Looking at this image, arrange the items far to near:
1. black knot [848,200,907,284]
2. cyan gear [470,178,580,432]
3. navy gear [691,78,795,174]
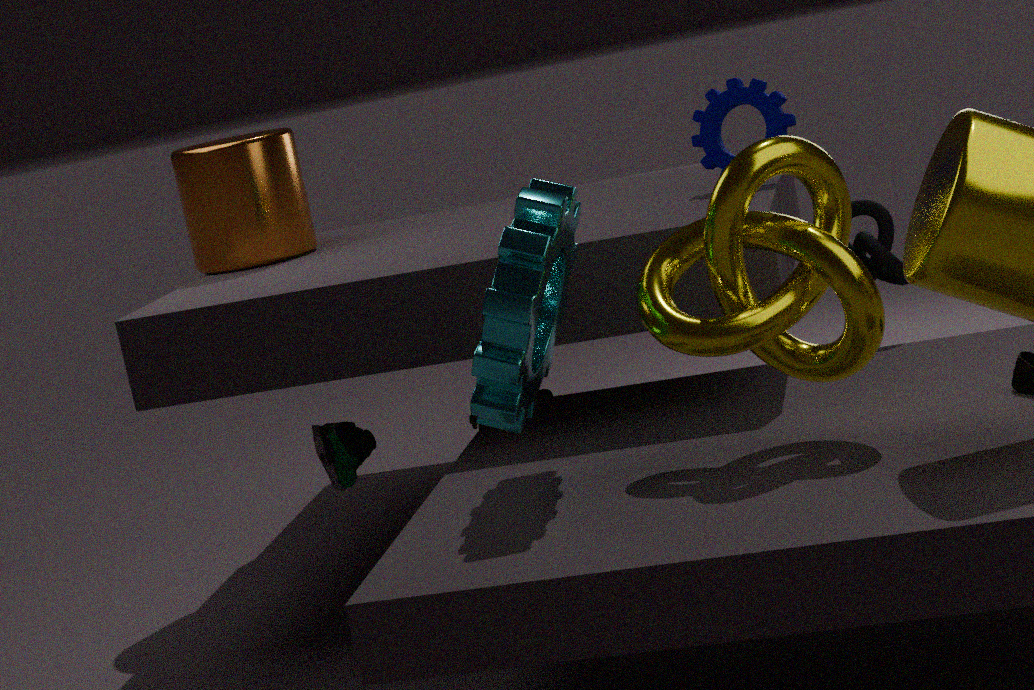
black knot [848,200,907,284] < navy gear [691,78,795,174] < cyan gear [470,178,580,432]
